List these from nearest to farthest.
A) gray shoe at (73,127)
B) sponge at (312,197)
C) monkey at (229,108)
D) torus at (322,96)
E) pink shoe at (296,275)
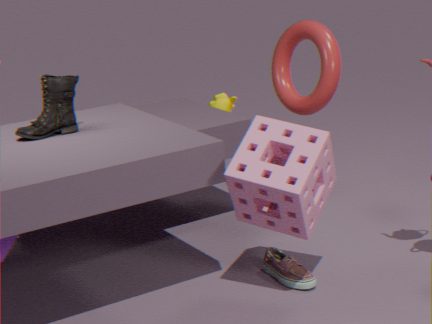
sponge at (312,197)
gray shoe at (73,127)
pink shoe at (296,275)
torus at (322,96)
monkey at (229,108)
